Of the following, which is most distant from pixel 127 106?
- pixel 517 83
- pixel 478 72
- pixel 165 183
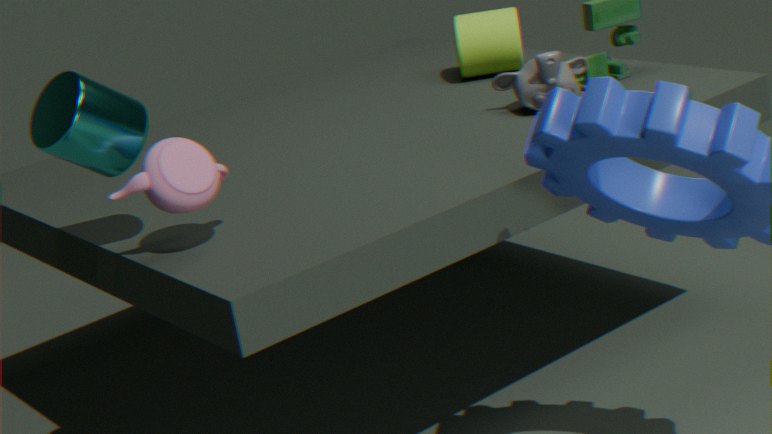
pixel 478 72
